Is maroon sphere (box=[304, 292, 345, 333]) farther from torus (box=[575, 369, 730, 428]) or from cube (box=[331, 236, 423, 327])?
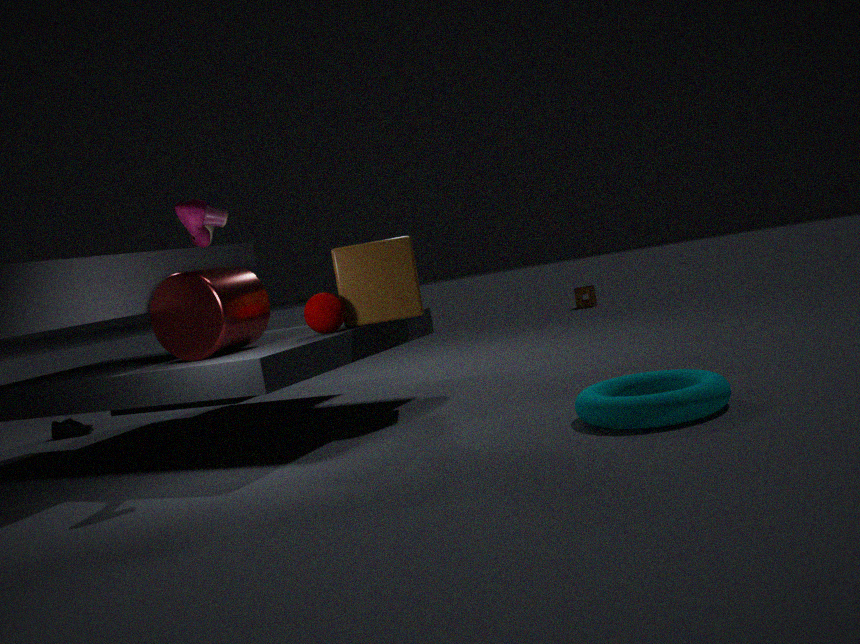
torus (box=[575, 369, 730, 428])
